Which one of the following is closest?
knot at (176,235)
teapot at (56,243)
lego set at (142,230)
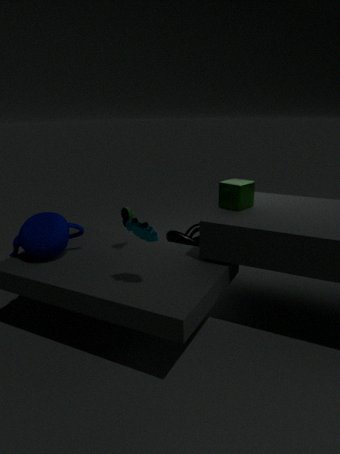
lego set at (142,230)
